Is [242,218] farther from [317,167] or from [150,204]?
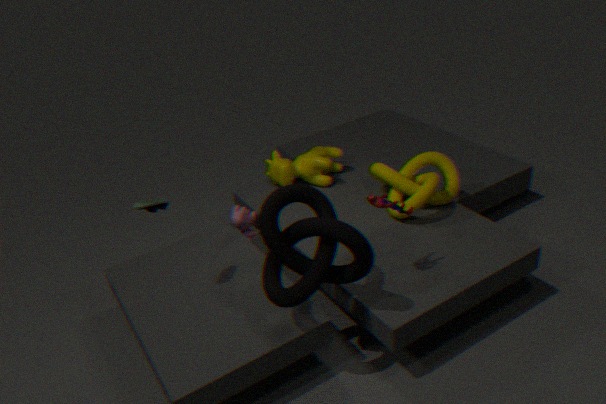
[150,204]
